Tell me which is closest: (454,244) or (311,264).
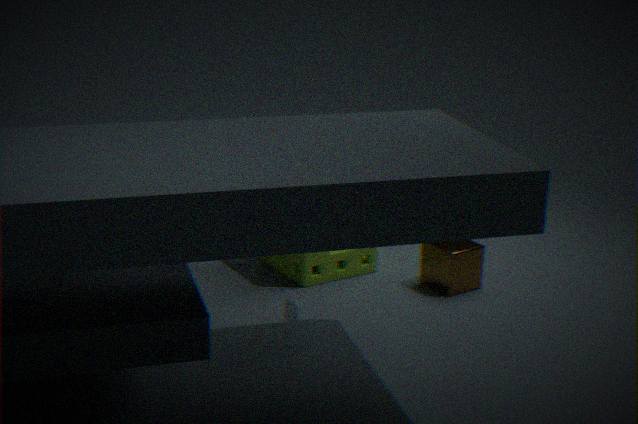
(454,244)
